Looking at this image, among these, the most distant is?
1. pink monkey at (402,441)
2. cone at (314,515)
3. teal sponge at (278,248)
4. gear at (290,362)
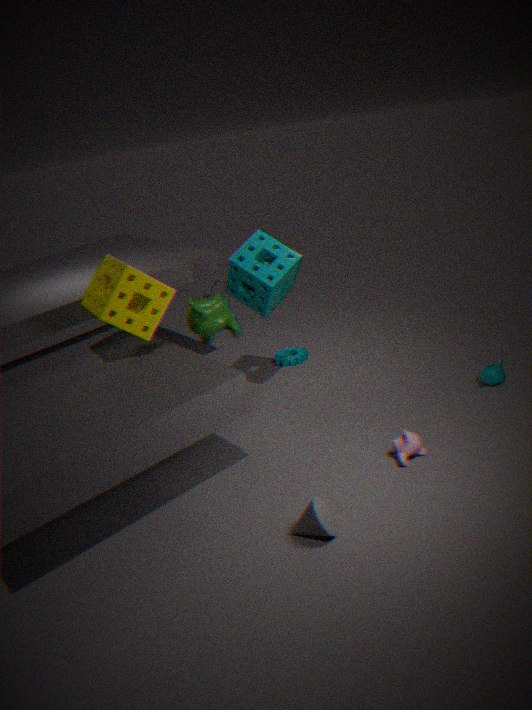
gear at (290,362)
